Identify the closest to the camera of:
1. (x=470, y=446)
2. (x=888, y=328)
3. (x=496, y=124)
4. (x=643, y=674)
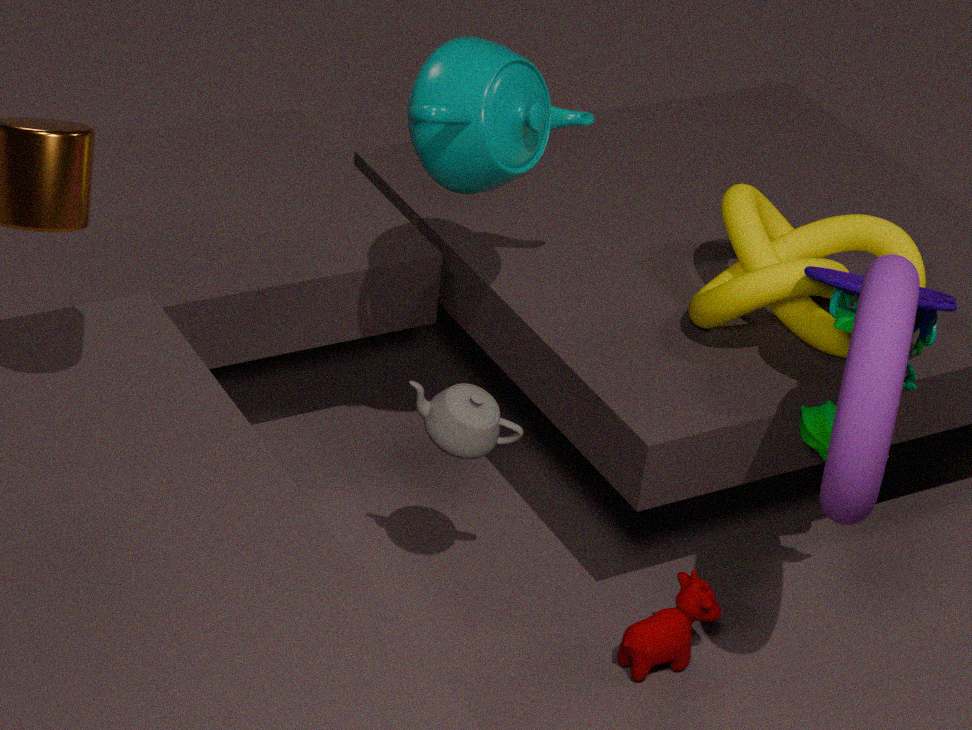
(x=888, y=328)
